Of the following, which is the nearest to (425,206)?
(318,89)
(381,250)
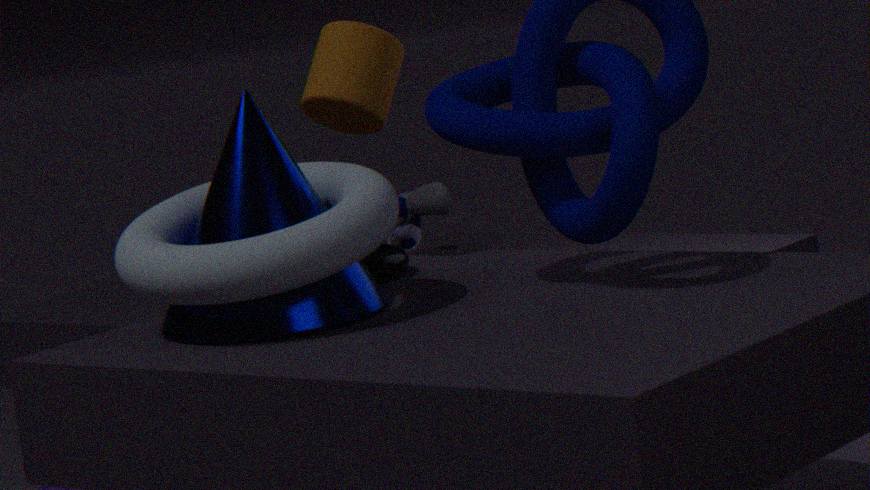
(318,89)
